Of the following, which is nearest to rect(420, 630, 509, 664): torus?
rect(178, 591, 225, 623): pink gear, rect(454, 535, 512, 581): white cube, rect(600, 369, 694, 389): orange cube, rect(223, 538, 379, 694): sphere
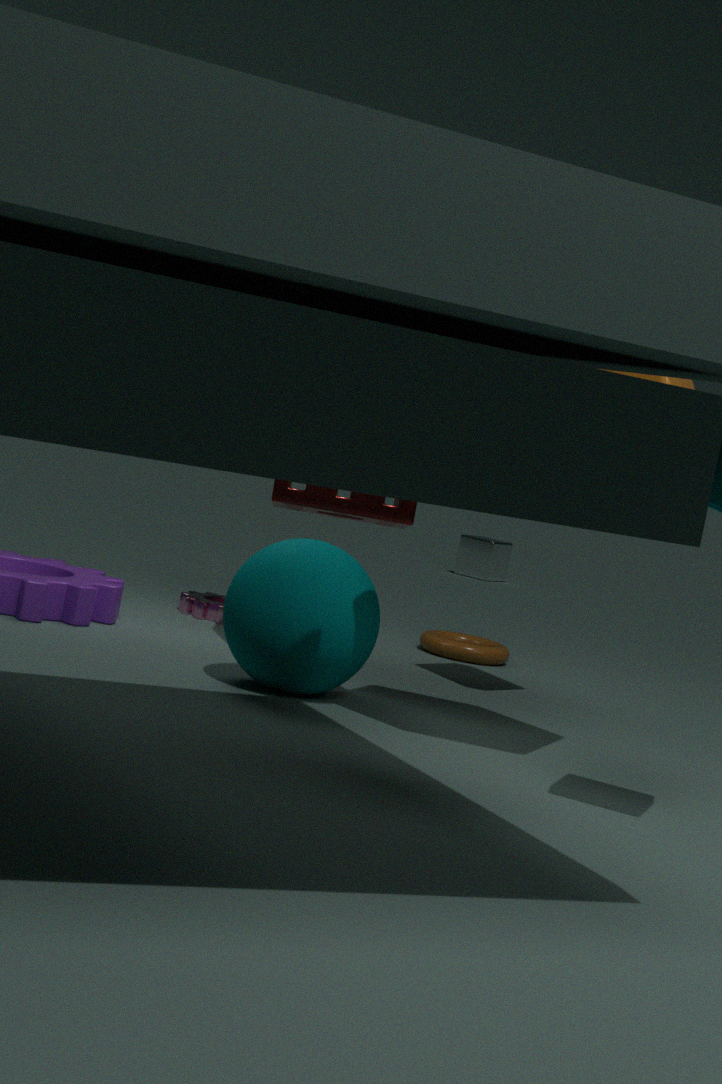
rect(178, 591, 225, 623): pink gear
